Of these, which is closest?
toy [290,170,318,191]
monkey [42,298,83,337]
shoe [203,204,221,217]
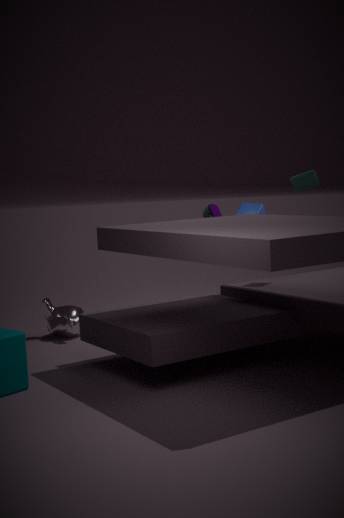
toy [290,170,318,191]
